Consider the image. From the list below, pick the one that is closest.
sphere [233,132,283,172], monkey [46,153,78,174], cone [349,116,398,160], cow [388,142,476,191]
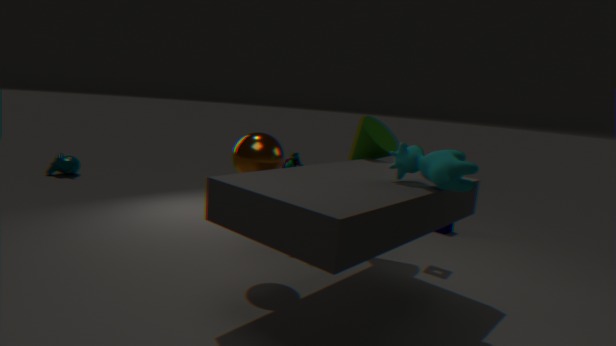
cow [388,142,476,191]
